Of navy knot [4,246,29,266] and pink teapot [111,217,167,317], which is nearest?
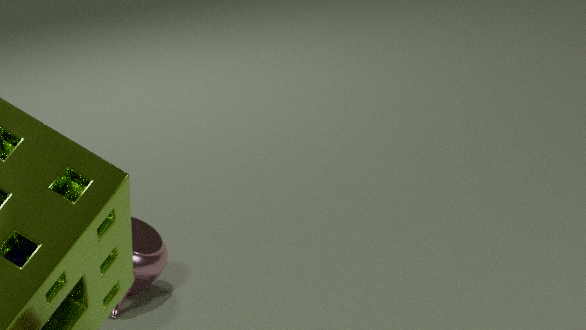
navy knot [4,246,29,266]
